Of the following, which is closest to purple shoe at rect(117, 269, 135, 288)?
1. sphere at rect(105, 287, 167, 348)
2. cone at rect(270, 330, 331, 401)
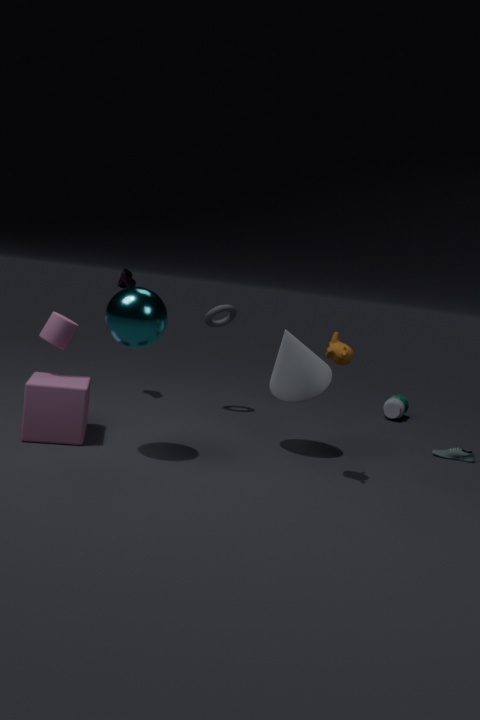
sphere at rect(105, 287, 167, 348)
